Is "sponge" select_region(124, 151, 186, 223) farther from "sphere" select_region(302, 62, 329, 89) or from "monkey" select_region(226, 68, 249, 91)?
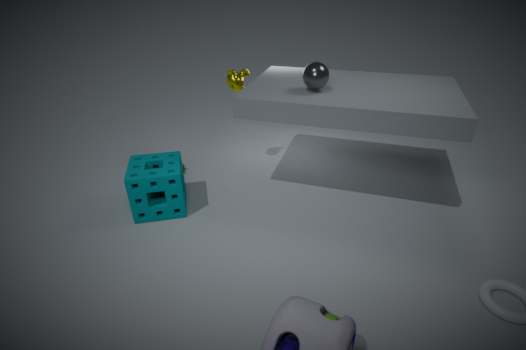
"sphere" select_region(302, 62, 329, 89)
